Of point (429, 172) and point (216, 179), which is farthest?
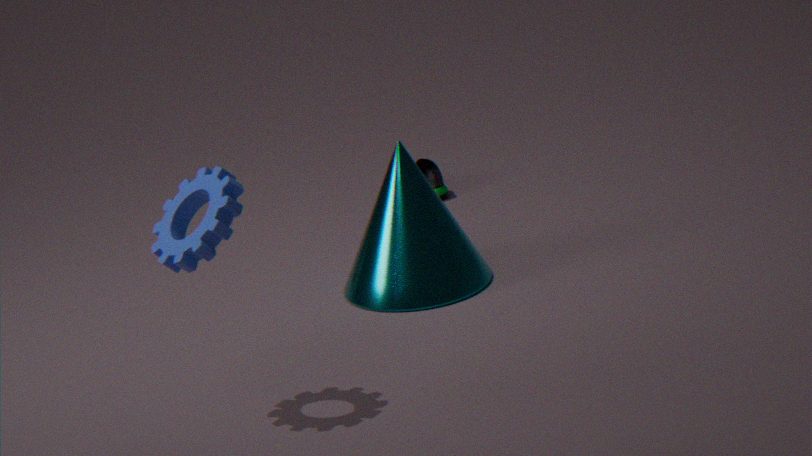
point (429, 172)
